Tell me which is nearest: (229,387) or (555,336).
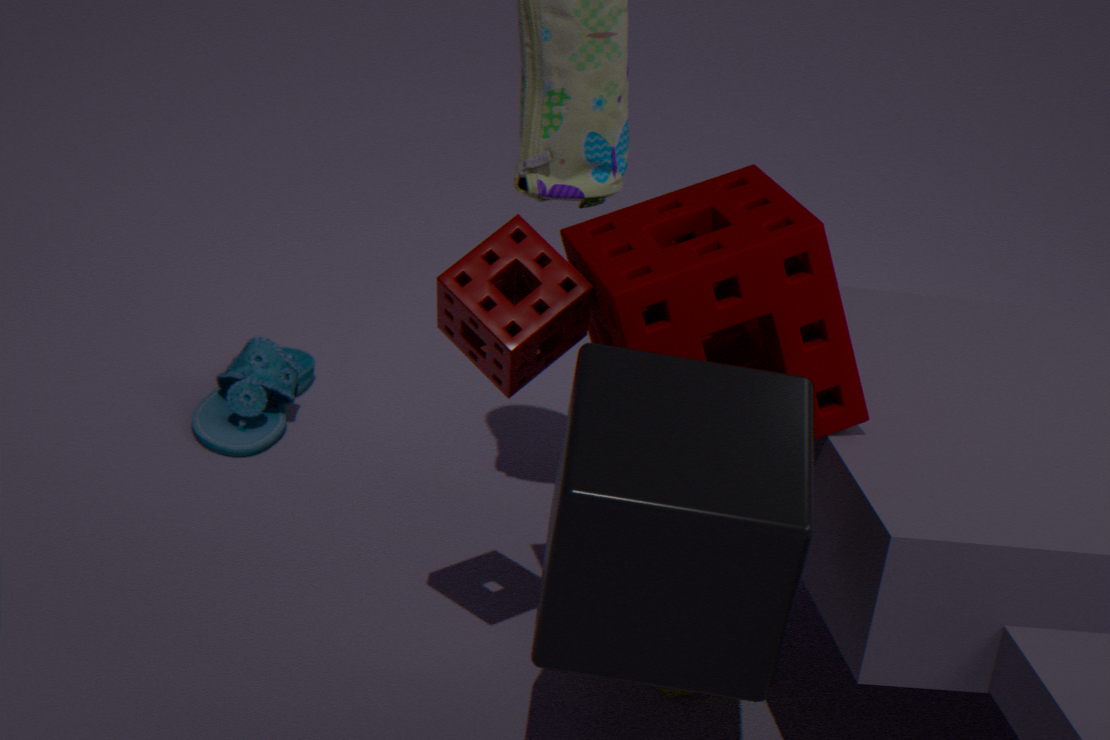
(555,336)
